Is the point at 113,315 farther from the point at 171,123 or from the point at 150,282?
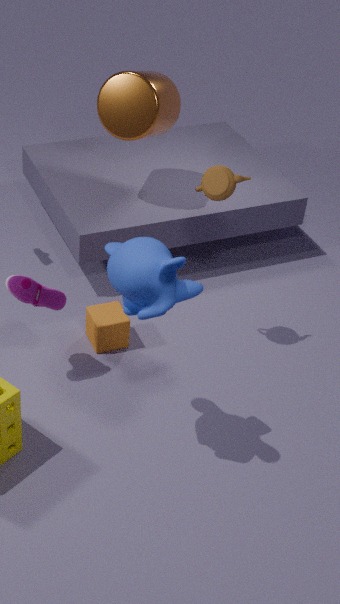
the point at 171,123
